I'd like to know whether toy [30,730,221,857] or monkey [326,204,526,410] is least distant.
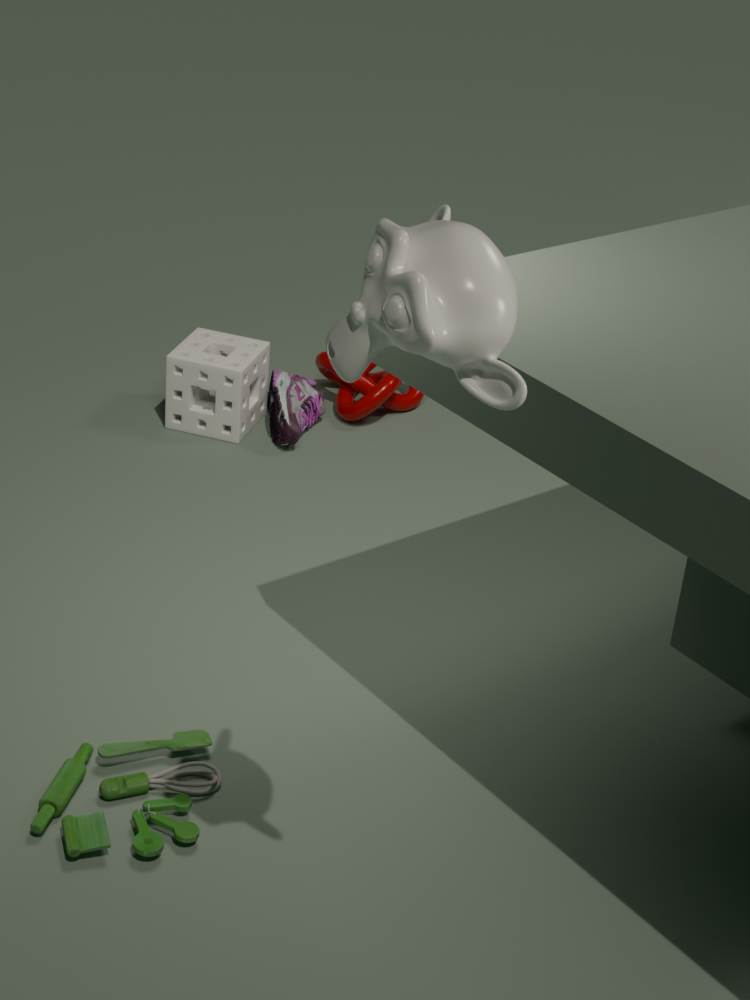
monkey [326,204,526,410]
